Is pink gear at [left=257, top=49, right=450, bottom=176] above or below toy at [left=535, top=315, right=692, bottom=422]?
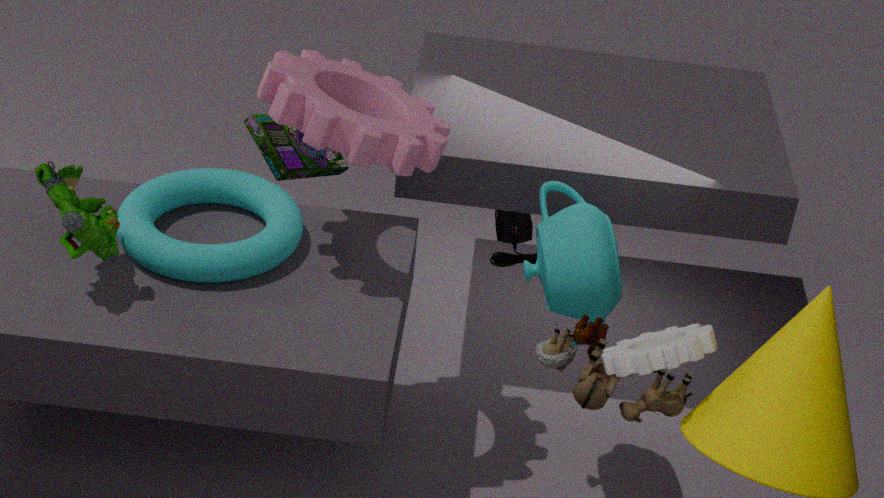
above
